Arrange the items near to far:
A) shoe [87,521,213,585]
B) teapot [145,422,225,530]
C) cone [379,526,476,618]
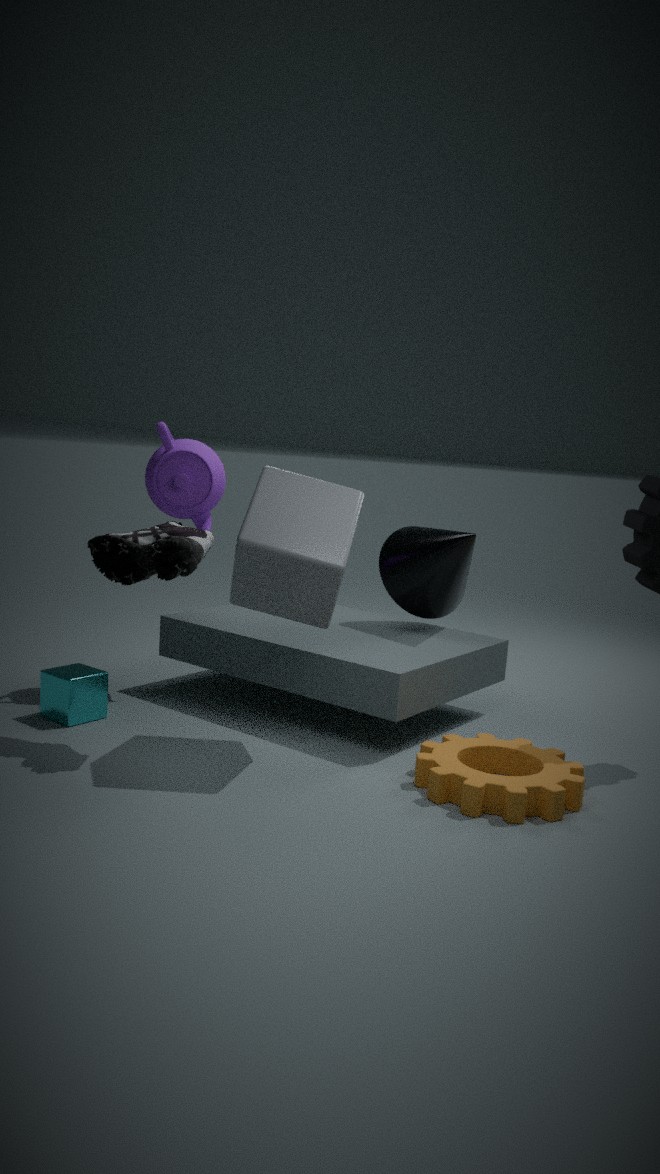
shoe [87,521,213,585], teapot [145,422,225,530], cone [379,526,476,618]
